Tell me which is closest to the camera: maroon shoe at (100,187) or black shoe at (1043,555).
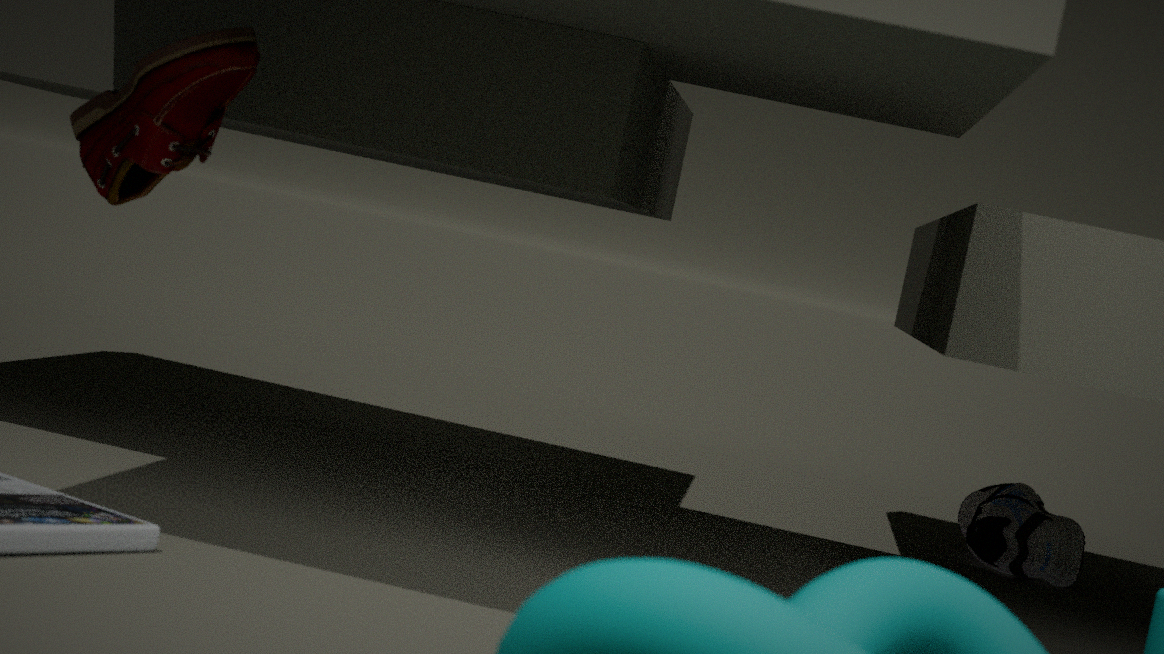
maroon shoe at (100,187)
